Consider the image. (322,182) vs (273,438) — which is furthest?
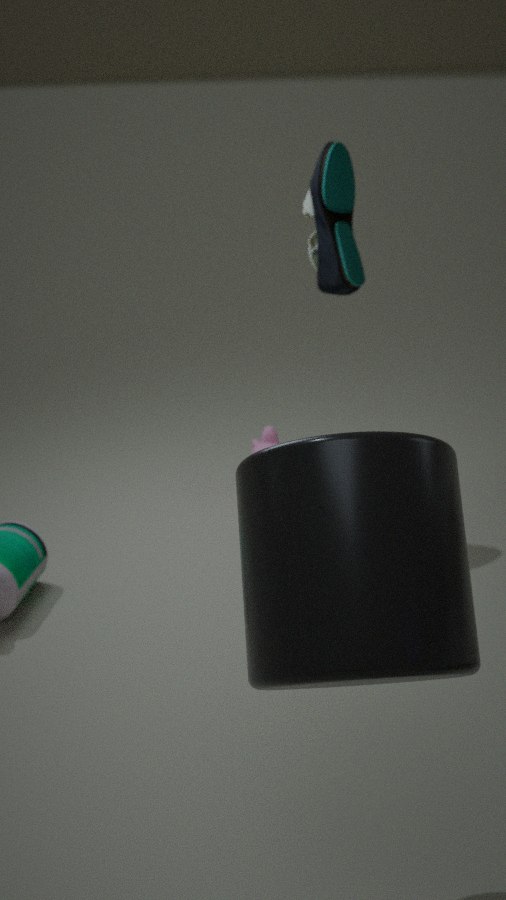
(273,438)
